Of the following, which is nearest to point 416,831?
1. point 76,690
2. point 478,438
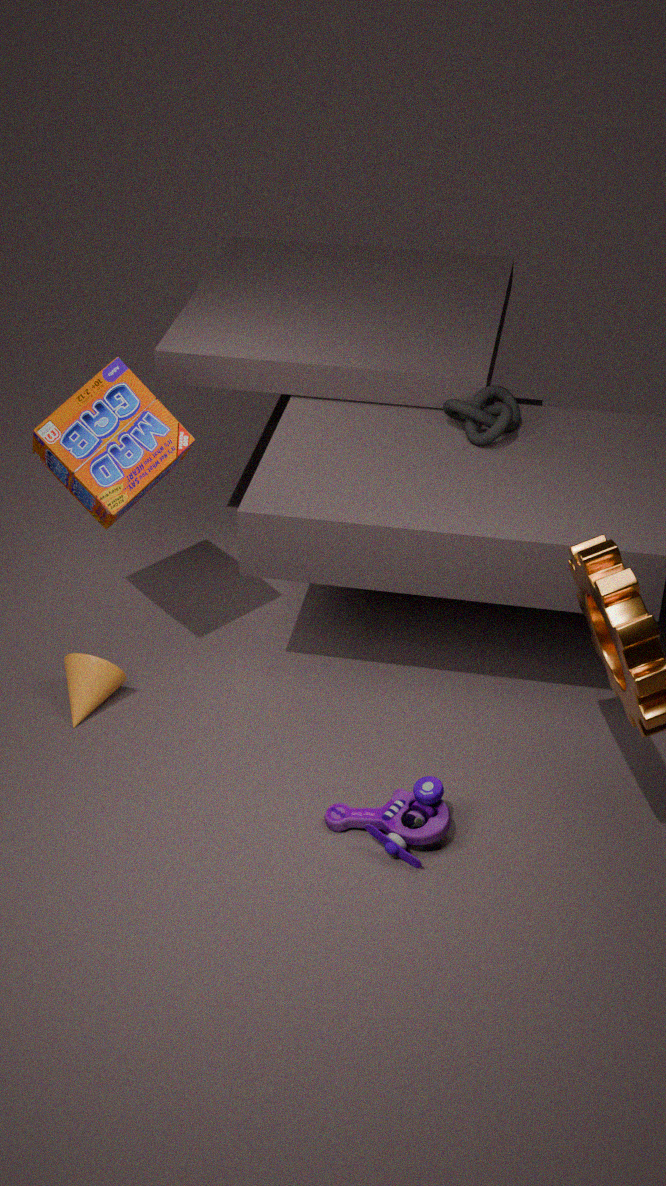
point 76,690
